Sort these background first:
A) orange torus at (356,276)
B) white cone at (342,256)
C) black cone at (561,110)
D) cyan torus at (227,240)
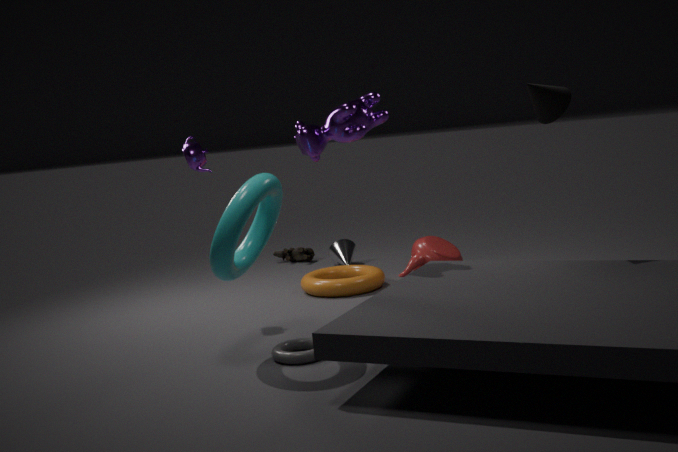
white cone at (342,256) → orange torus at (356,276) → black cone at (561,110) → cyan torus at (227,240)
